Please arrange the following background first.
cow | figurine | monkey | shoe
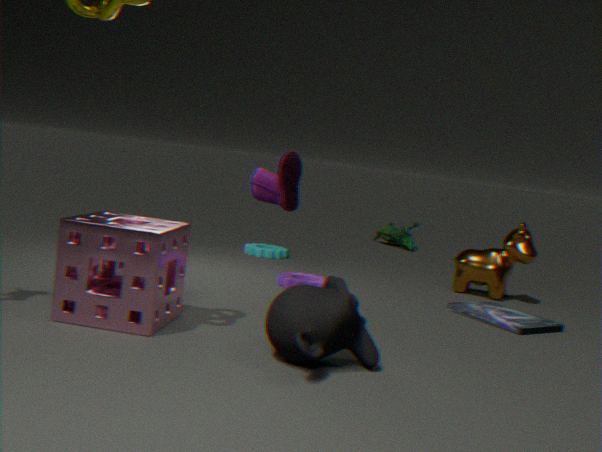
figurine
cow
shoe
monkey
